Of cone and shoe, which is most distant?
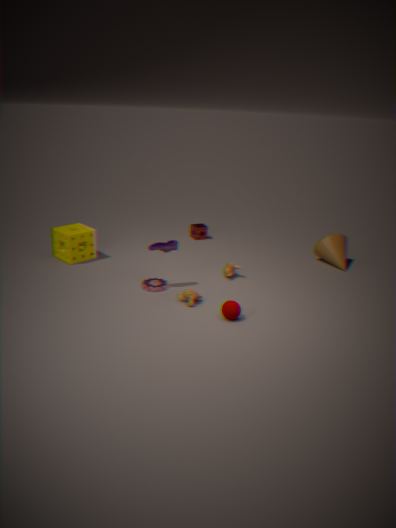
cone
